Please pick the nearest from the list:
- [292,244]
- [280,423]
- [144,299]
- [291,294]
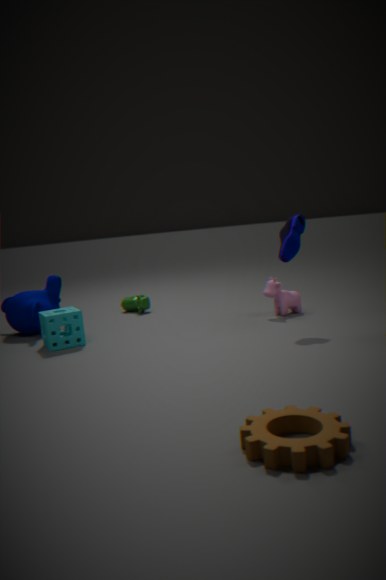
[280,423]
